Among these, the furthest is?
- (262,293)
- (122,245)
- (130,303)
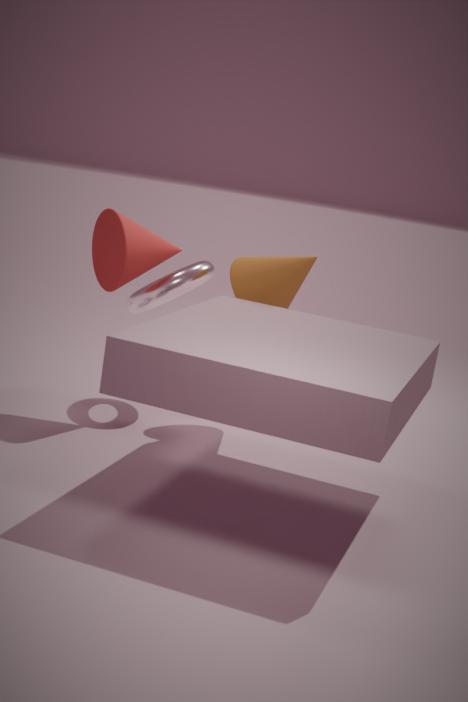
(130,303)
